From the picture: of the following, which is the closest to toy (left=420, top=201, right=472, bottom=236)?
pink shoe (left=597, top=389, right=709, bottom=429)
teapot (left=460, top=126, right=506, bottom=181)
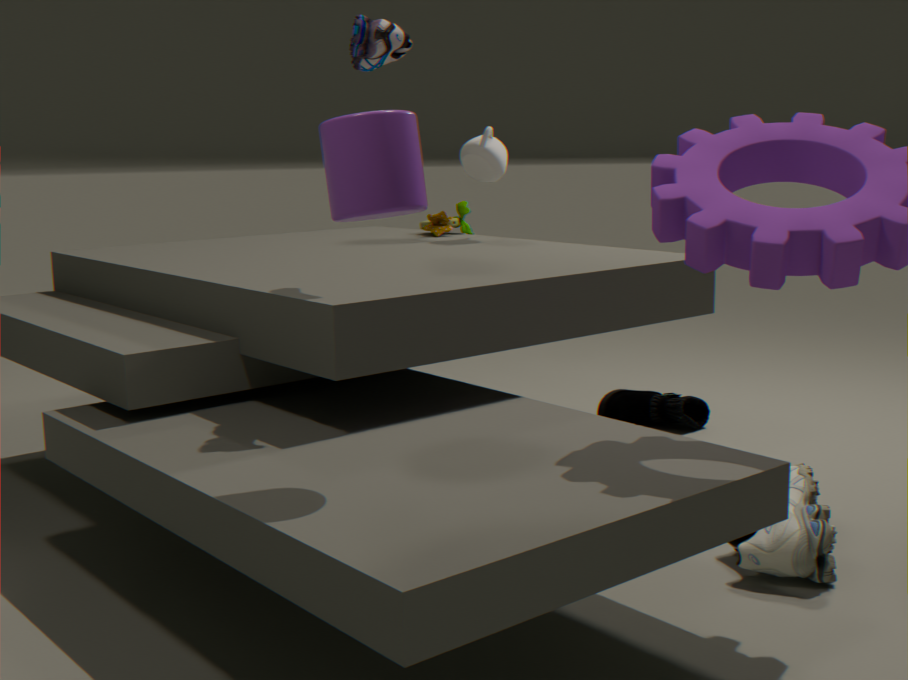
teapot (left=460, top=126, right=506, bottom=181)
